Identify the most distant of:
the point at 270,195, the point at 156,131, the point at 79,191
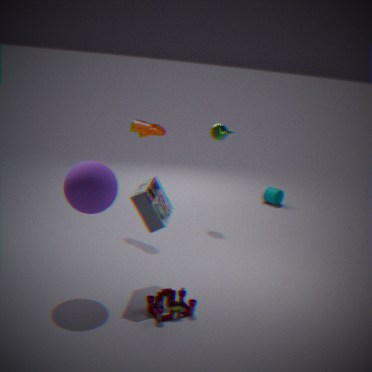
the point at 270,195
